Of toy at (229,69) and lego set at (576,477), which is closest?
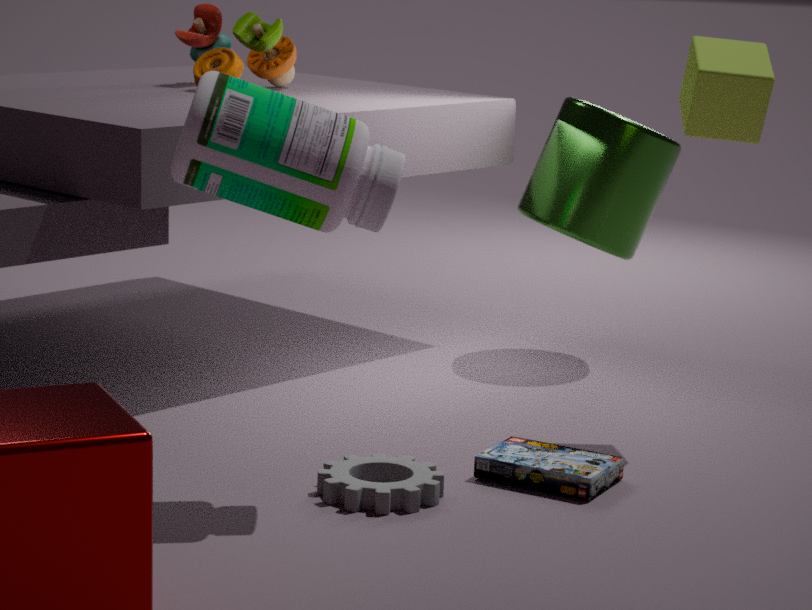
lego set at (576,477)
